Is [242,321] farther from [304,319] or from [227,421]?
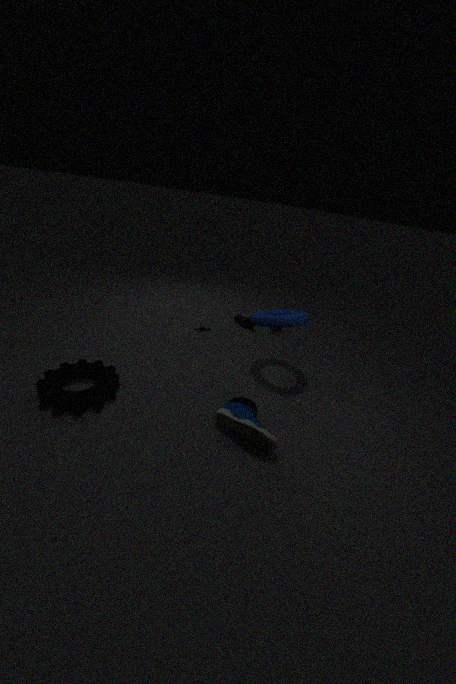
[227,421]
